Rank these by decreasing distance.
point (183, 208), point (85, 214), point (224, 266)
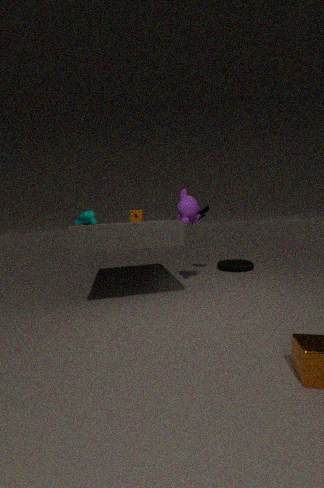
point (224, 266) < point (183, 208) < point (85, 214)
